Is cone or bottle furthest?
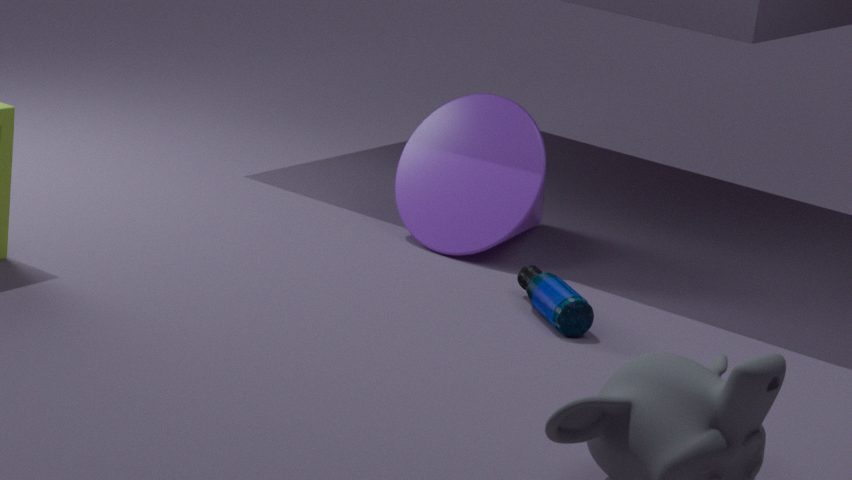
cone
